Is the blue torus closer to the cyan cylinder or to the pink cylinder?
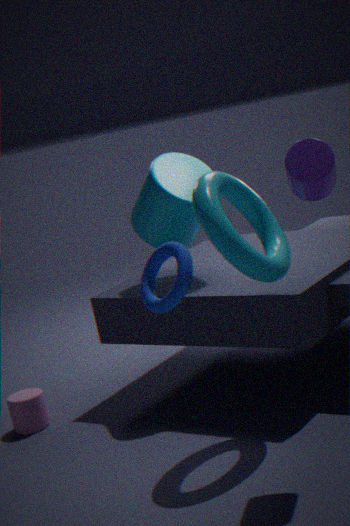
the cyan cylinder
